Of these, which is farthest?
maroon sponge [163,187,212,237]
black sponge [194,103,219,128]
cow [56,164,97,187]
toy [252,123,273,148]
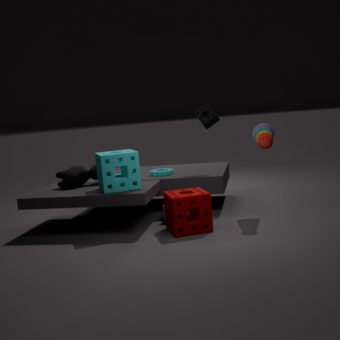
black sponge [194,103,219,128]
